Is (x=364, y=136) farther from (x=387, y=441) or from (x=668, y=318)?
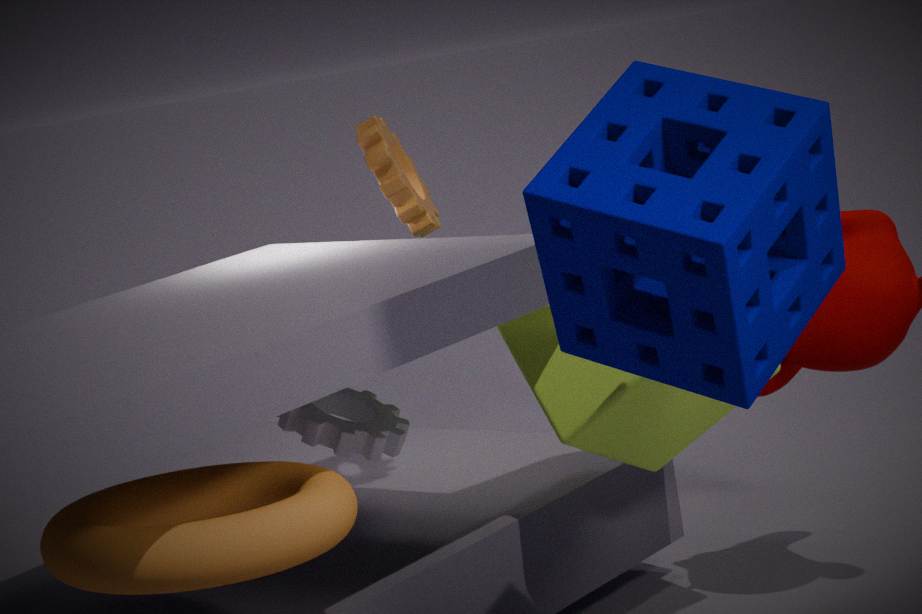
(x=668, y=318)
